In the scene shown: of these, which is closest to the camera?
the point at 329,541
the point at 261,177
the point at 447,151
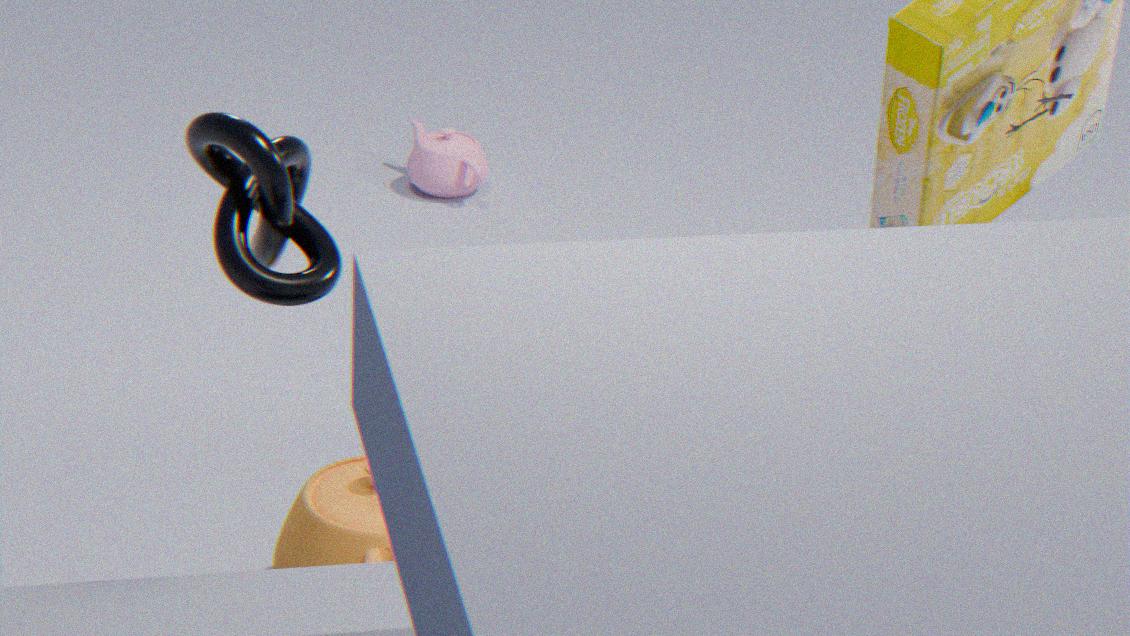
the point at 261,177
